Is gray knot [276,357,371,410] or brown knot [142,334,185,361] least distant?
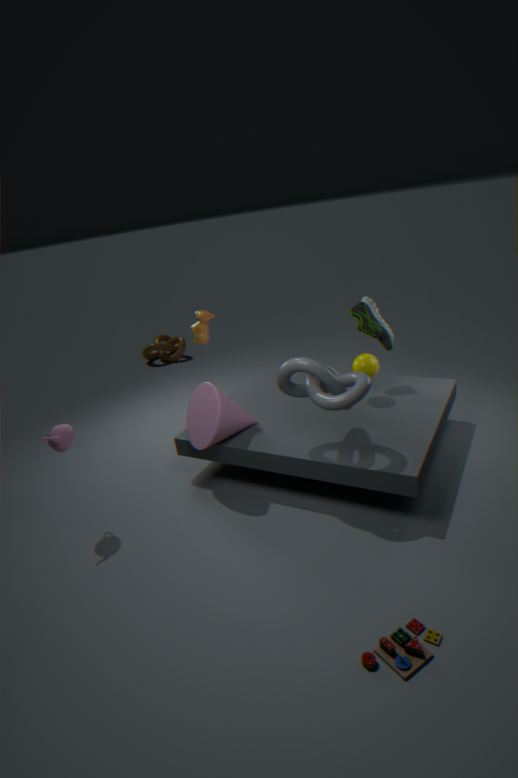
gray knot [276,357,371,410]
